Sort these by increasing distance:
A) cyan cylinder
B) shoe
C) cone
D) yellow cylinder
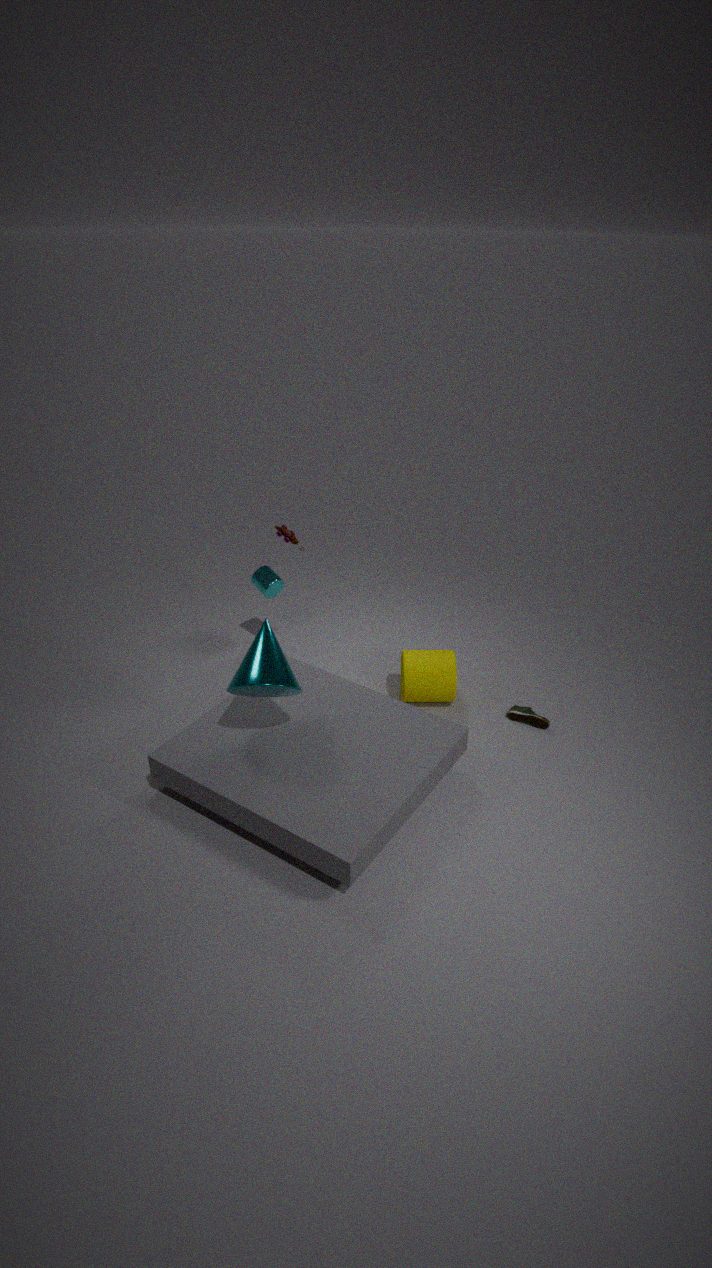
1. cone
2. shoe
3. yellow cylinder
4. cyan cylinder
